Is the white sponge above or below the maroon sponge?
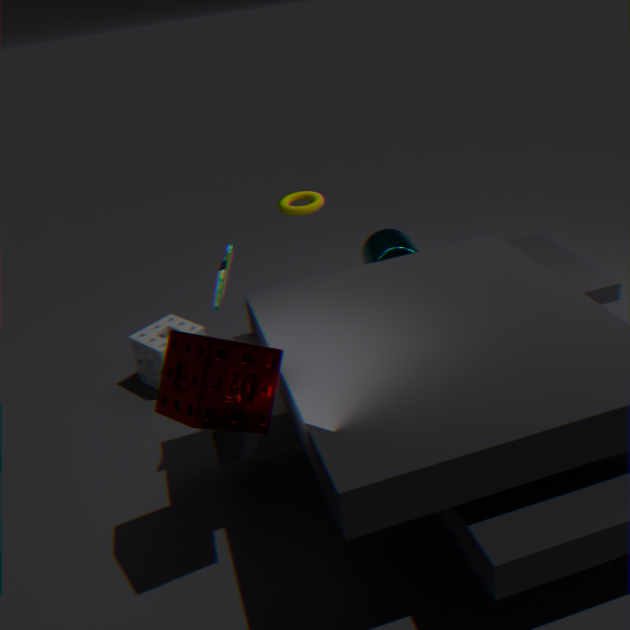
below
